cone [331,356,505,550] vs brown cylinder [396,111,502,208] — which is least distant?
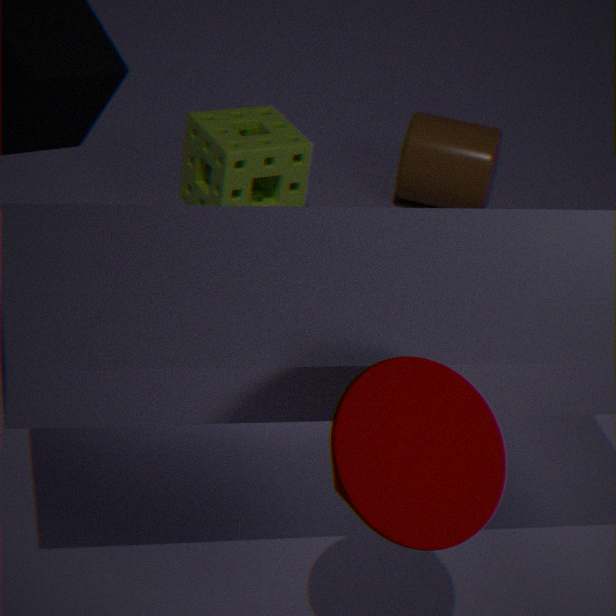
cone [331,356,505,550]
